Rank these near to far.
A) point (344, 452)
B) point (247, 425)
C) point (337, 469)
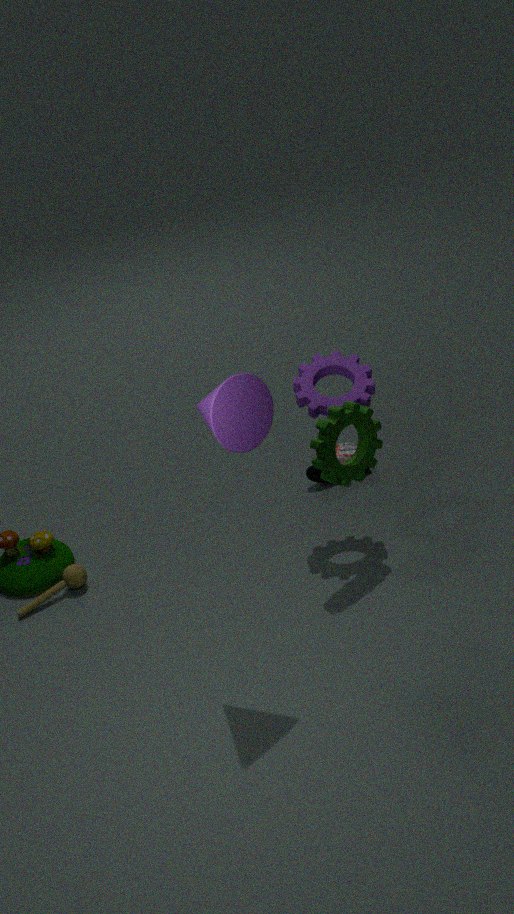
point (247, 425) < point (337, 469) < point (344, 452)
